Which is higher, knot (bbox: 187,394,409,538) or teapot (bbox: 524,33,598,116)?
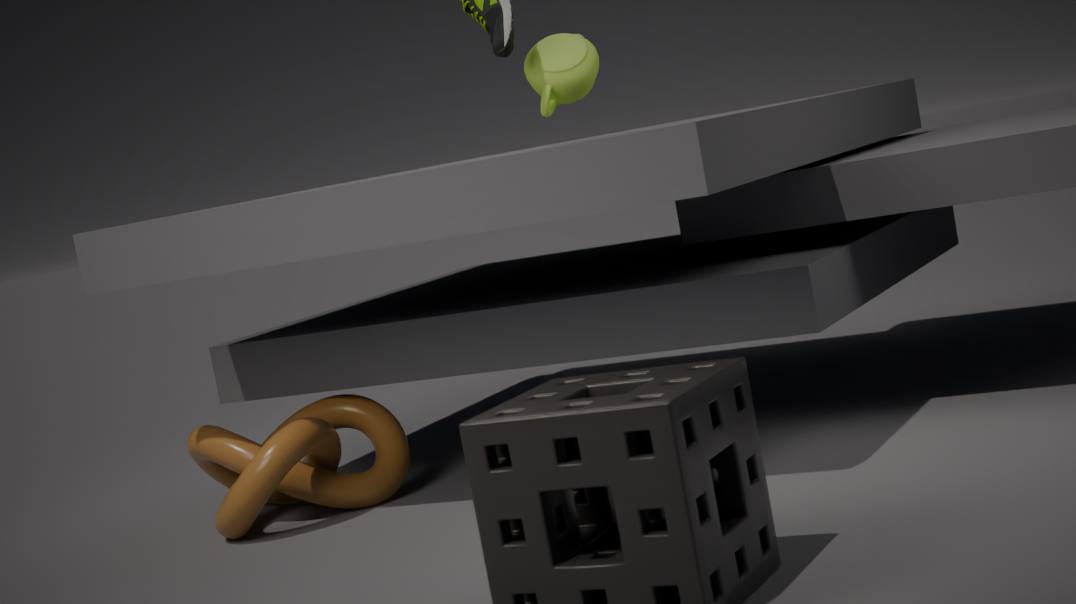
teapot (bbox: 524,33,598,116)
